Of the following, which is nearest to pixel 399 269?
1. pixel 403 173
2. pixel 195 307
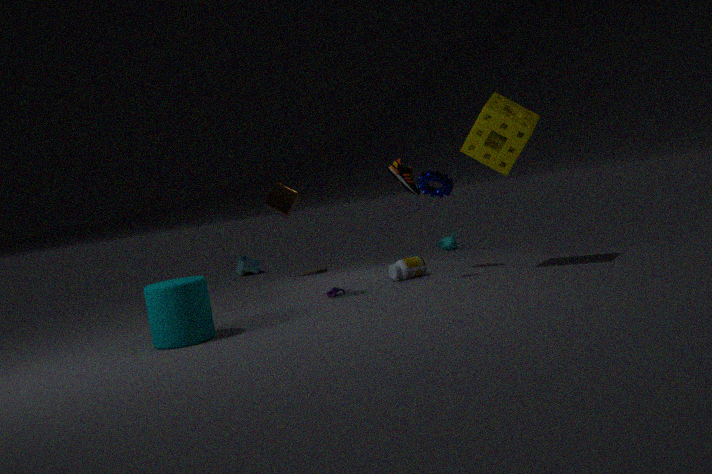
pixel 403 173
